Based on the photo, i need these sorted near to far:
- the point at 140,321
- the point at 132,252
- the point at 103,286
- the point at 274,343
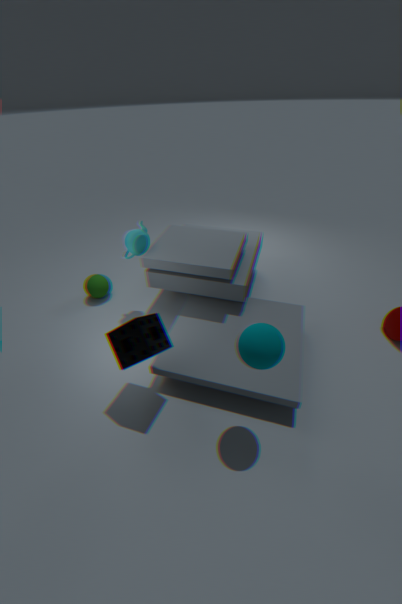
the point at 274,343 < the point at 140,321 < the point at 132,252 < the point at 103,286
